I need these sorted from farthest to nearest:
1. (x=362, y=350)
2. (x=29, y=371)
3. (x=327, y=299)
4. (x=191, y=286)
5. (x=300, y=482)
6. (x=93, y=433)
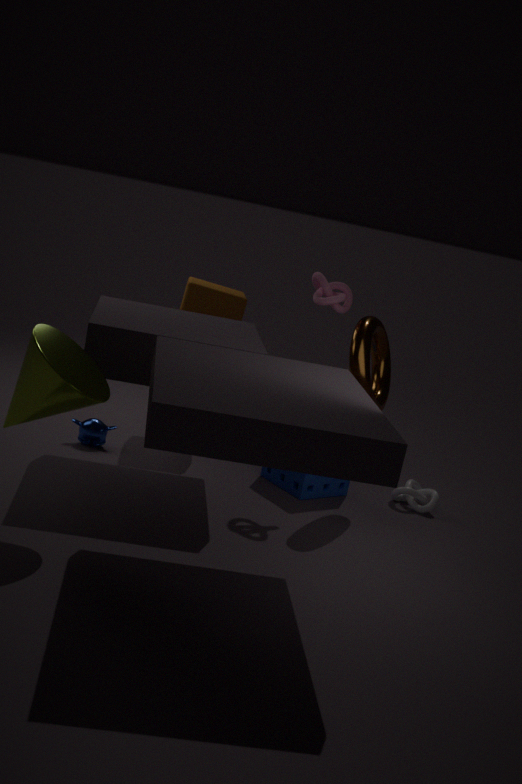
(x=191, y=286) < (x=93, y=433) < (x=300, y=482) < (x=327, y=299) < (x=362, y=350) < (x=29, y=371)
